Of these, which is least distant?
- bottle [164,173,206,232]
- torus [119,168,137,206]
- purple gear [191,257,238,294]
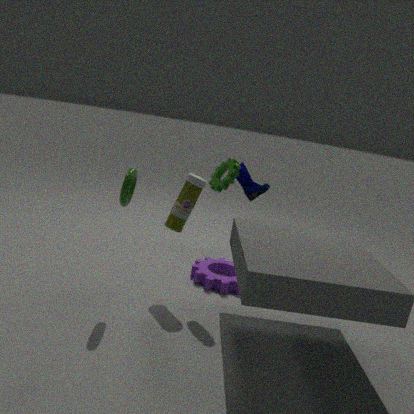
torus [119,168,137,206]
